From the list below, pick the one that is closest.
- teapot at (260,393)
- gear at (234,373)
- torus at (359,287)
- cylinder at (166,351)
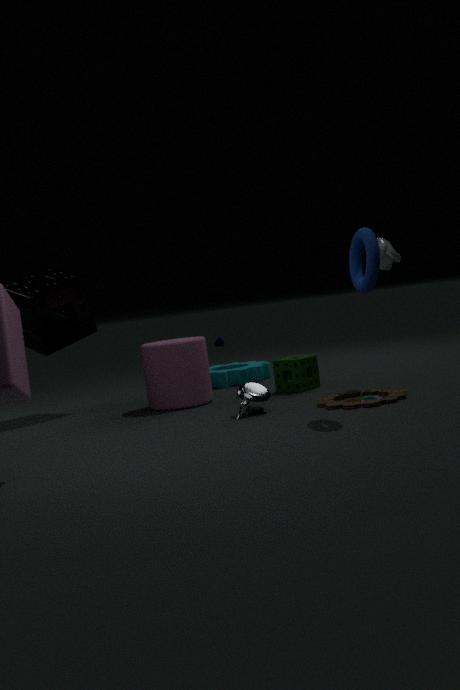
torus at (359,287)
